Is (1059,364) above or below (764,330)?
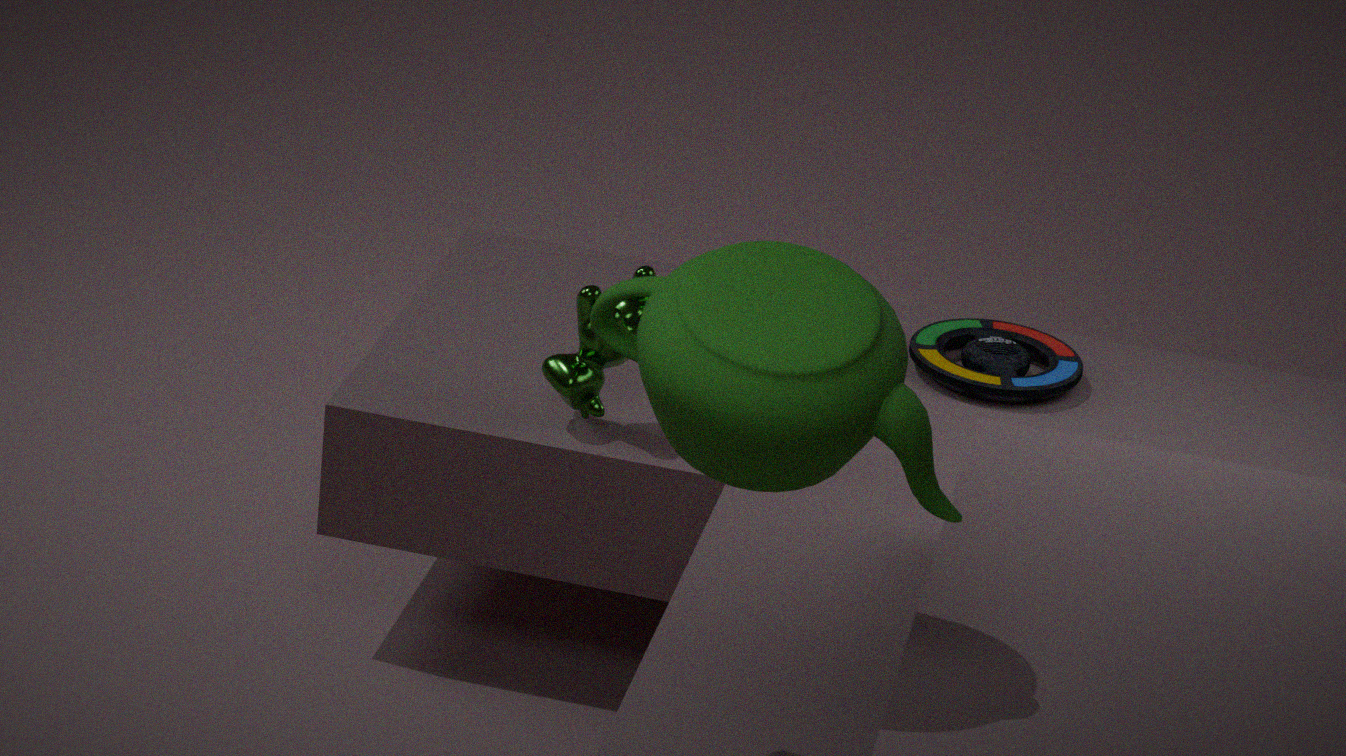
below
